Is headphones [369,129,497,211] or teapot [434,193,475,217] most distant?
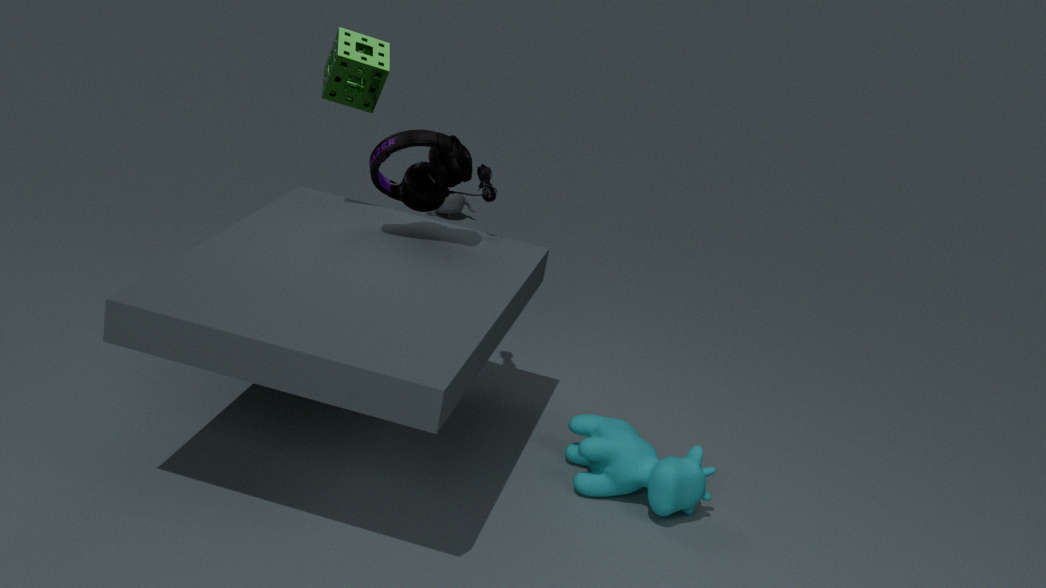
teapot [434,193,475,217]
